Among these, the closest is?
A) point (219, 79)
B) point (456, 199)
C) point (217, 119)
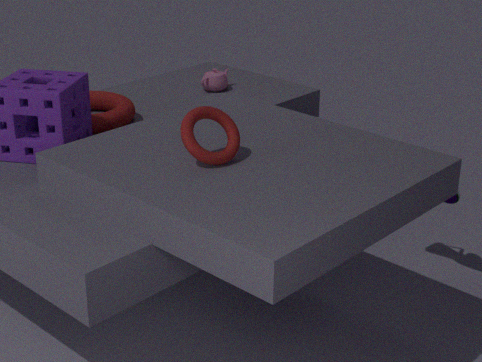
point (217, 119)
